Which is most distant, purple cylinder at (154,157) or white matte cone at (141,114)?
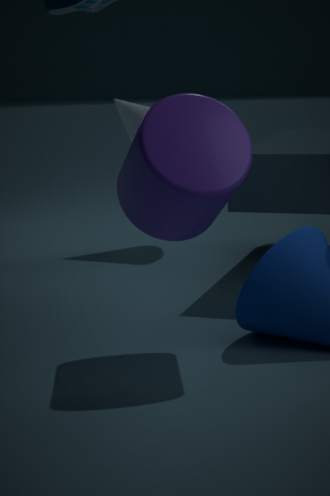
white matte cone at (141,114)
